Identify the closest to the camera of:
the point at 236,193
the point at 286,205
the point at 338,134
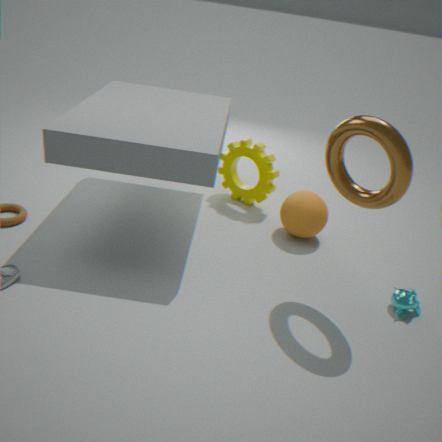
the point at 338,134
